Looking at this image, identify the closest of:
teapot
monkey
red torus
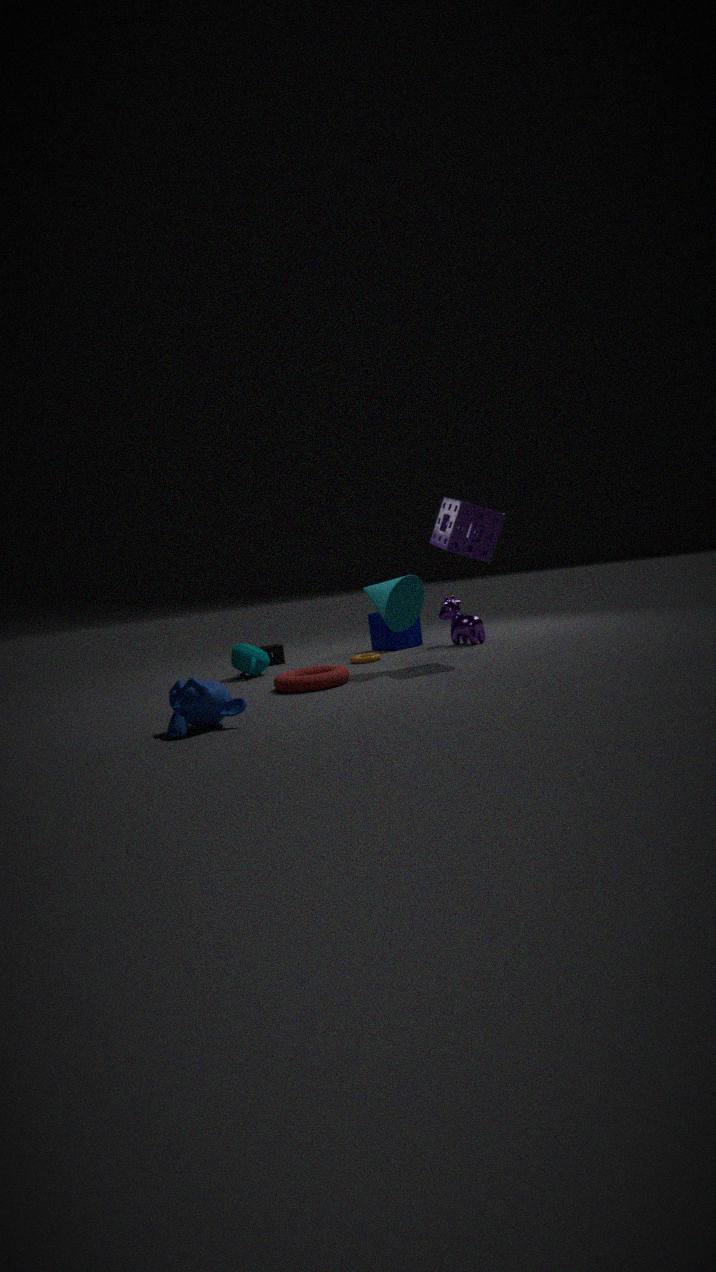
monkey
